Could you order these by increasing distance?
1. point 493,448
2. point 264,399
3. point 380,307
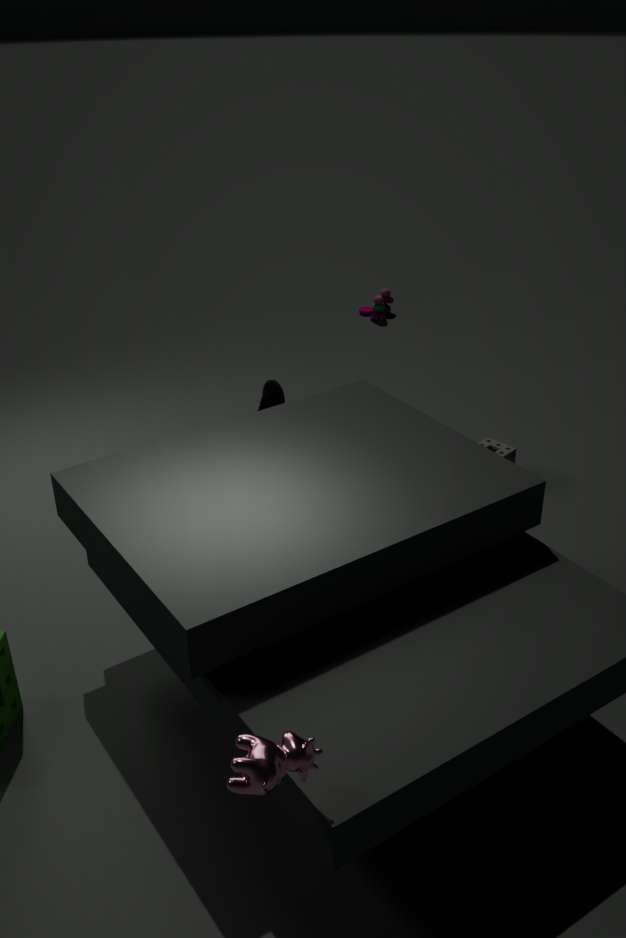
point 264,399 < point 493,448 < point 380,307
